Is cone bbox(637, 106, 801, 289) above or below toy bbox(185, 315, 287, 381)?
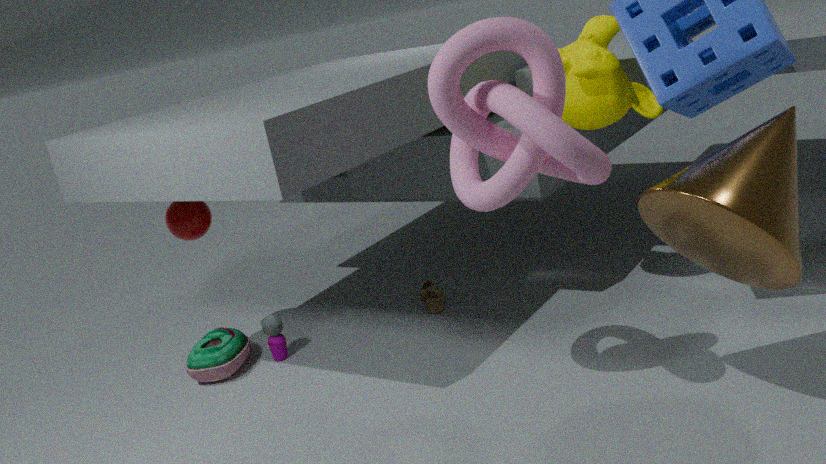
above
